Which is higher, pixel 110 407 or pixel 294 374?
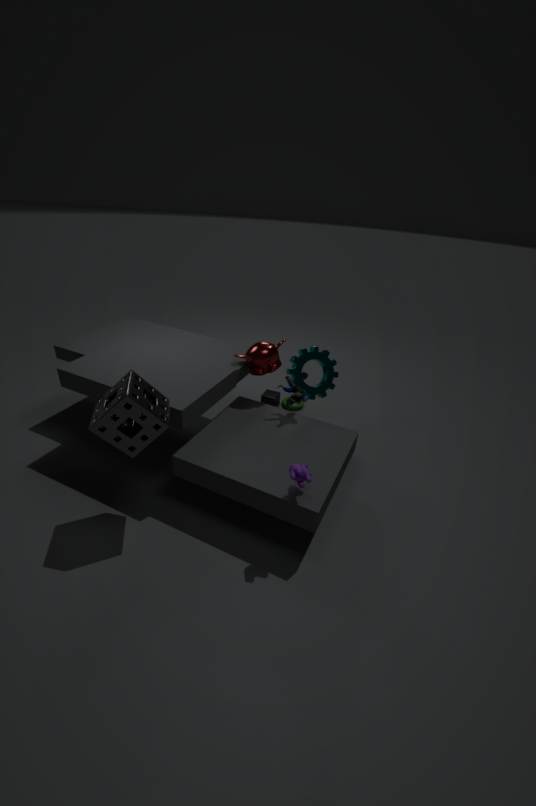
pixel 110 407
